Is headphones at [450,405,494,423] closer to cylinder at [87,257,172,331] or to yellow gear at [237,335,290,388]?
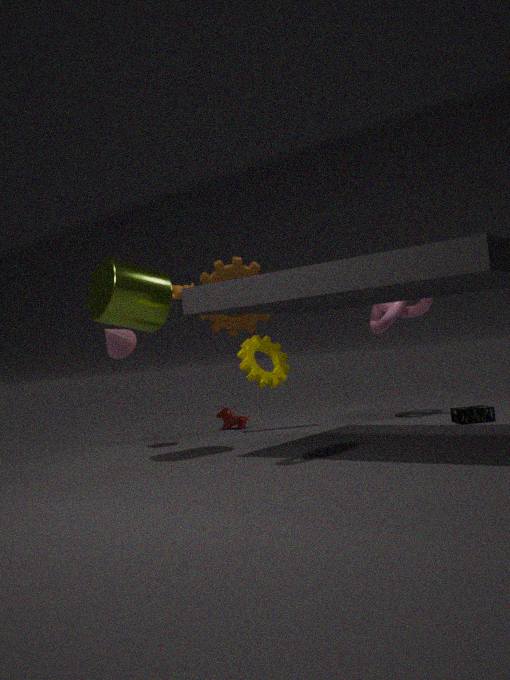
yellow gear at [237,335,290,388]
